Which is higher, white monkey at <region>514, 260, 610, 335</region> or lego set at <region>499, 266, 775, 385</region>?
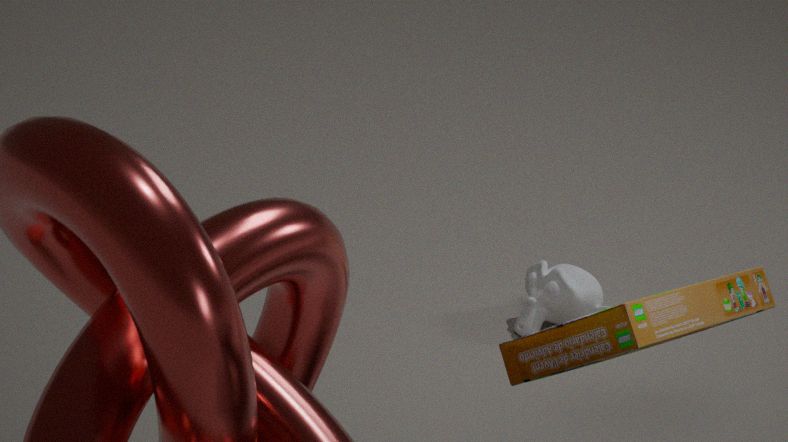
lego set at <region>499, 266, 775, 385</region>
